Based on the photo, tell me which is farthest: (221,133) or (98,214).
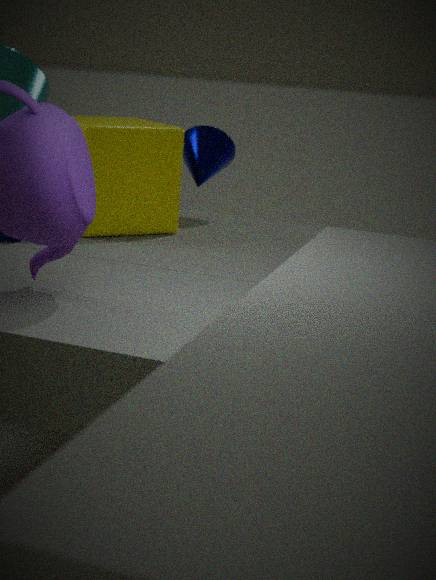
(221,133)
